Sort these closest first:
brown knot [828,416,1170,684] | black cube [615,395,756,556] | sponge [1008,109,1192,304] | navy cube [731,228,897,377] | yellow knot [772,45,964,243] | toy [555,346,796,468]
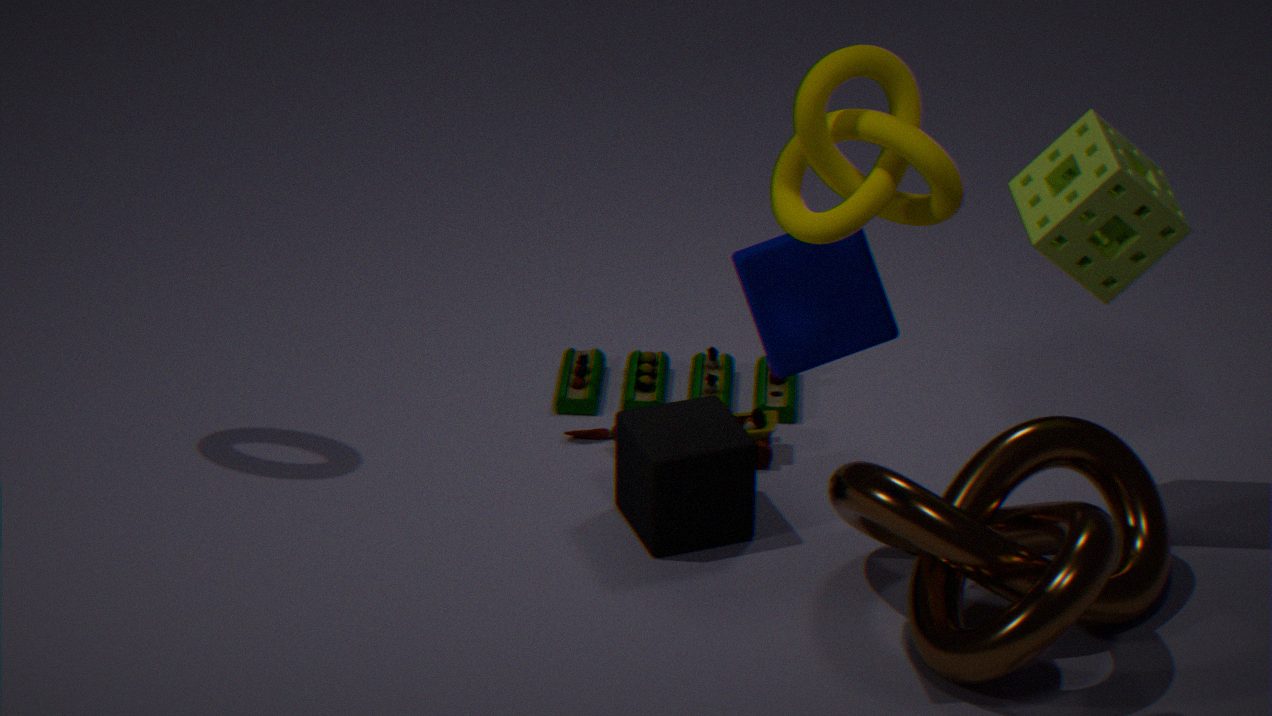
yellow knot [772,45,964,243] < navy cube [731,228,897,377] < brown knot [828,416,1170,684] < sponge [1008,109,1192,304] < black cube [615,395,756,556] < toy [555,346,796,468]
